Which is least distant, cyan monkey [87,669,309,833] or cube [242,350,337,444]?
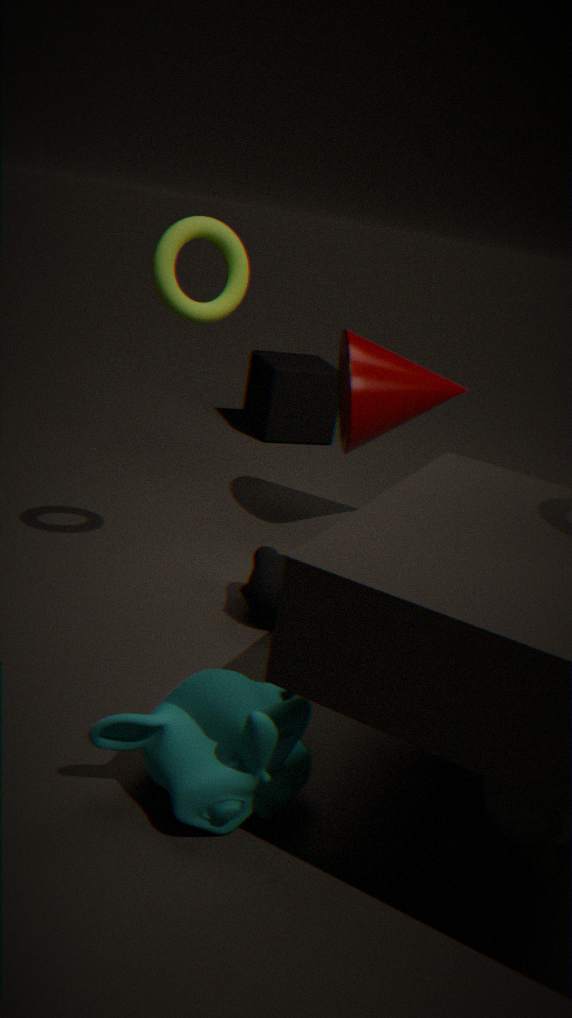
cyan monkey [87,669,309,833]
